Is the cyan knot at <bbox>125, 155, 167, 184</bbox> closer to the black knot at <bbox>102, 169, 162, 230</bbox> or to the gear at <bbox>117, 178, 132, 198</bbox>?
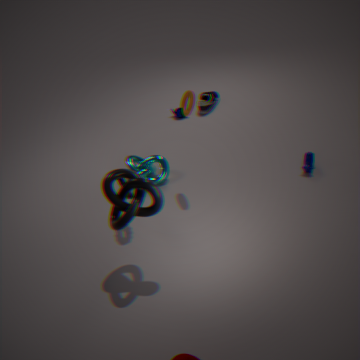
the gear at <bbox>117, 178, 132, 198</bbox>
